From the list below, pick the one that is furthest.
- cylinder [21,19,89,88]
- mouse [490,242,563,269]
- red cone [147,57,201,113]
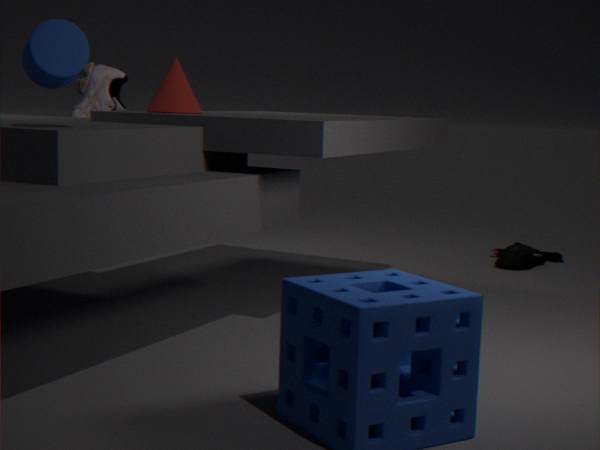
mouse [490,242,563,269]
